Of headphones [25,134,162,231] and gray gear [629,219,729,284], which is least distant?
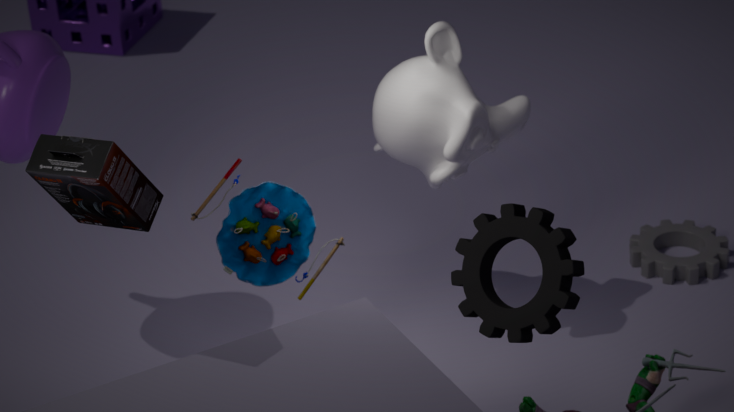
headphones [25,134,162,231]
